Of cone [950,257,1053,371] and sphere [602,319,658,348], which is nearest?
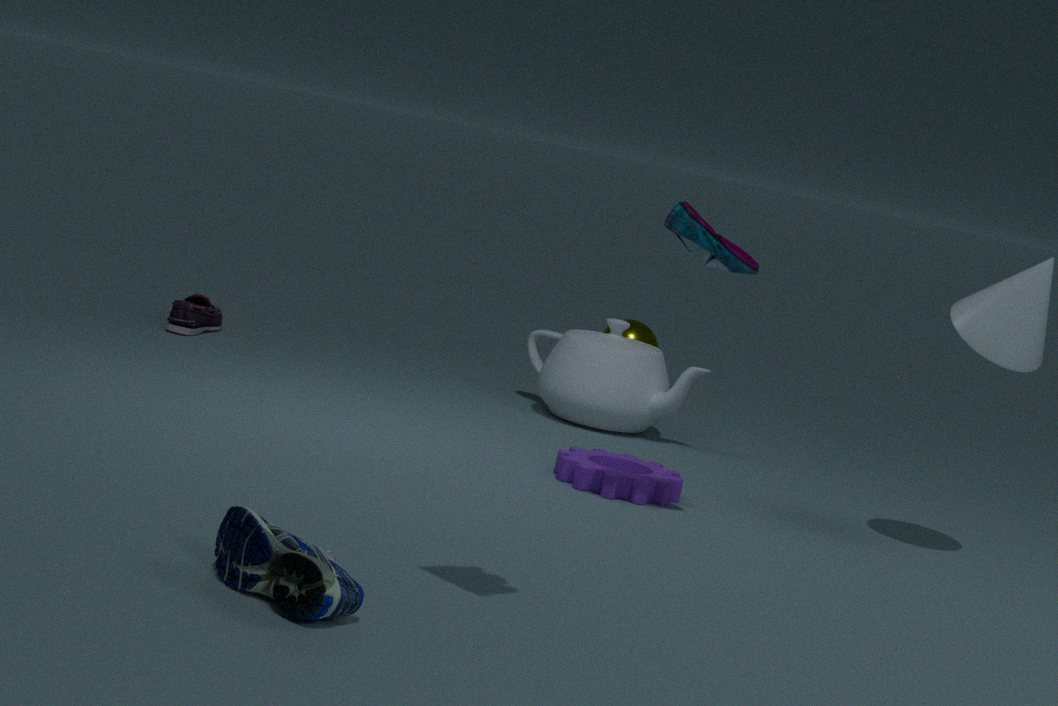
cone [950,257,1053,371]
